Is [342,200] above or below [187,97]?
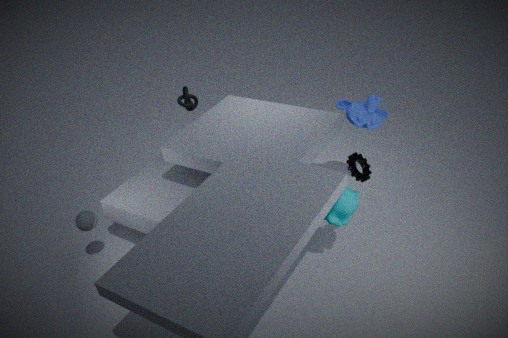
below
